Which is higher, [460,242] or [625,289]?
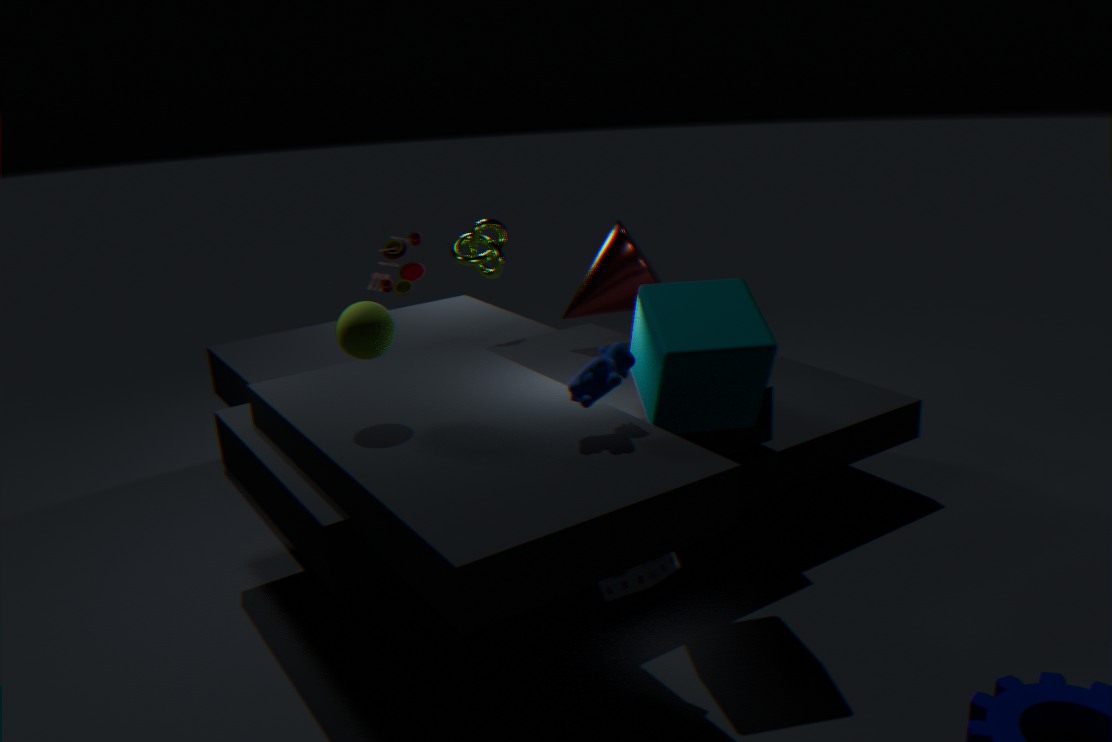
[460,242]
